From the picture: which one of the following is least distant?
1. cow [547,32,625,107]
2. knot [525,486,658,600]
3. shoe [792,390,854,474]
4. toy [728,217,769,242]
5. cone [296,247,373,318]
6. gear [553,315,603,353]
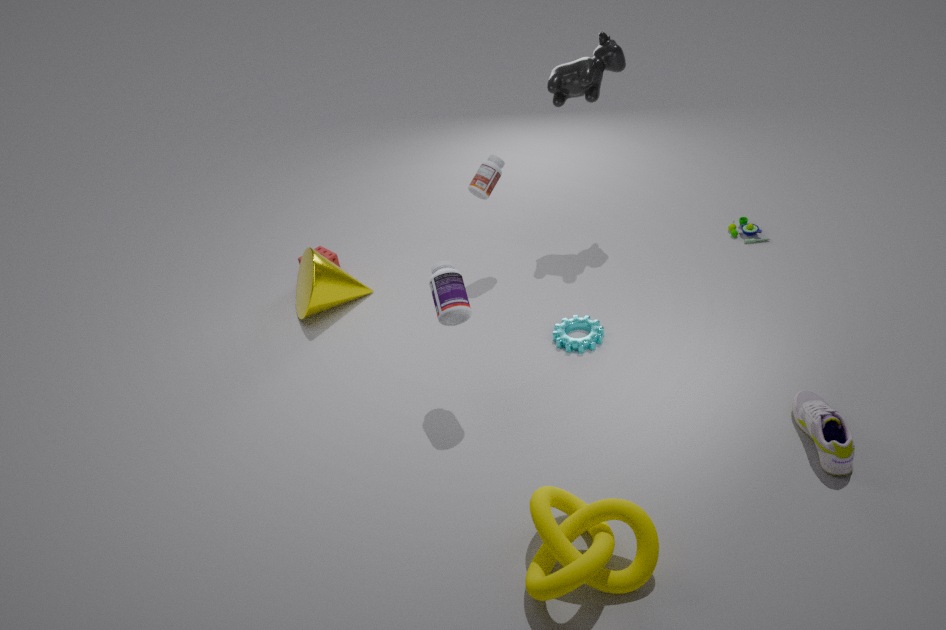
knot [525,486,658,600]
